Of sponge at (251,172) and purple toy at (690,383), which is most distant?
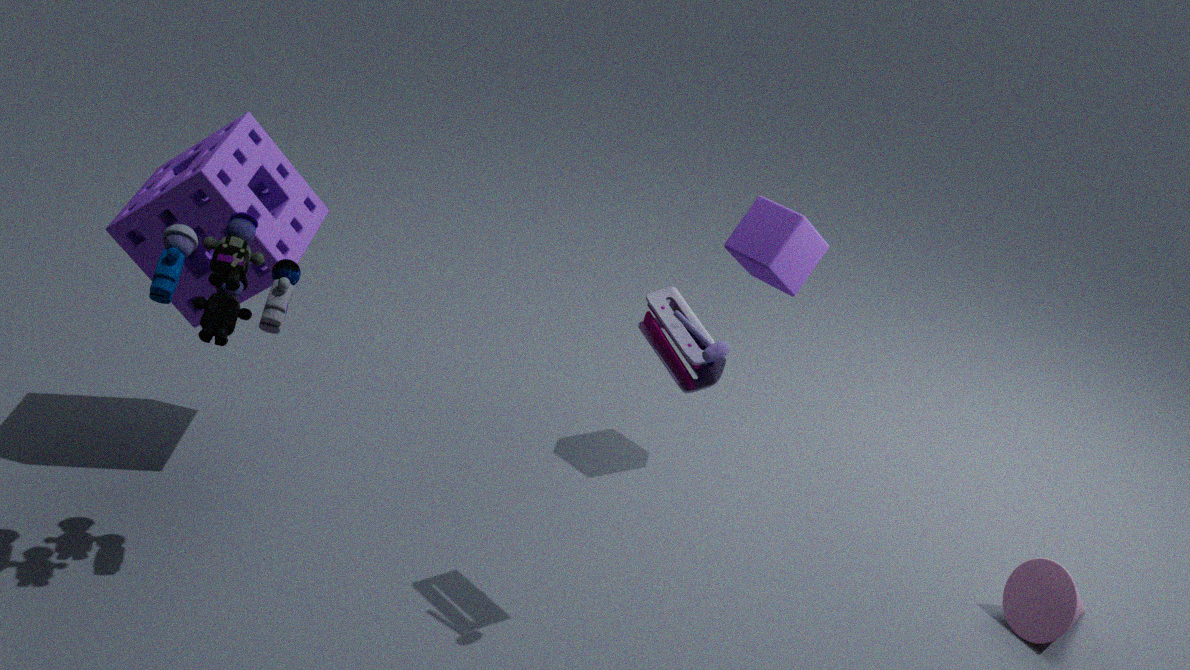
sponge at (251,172)
